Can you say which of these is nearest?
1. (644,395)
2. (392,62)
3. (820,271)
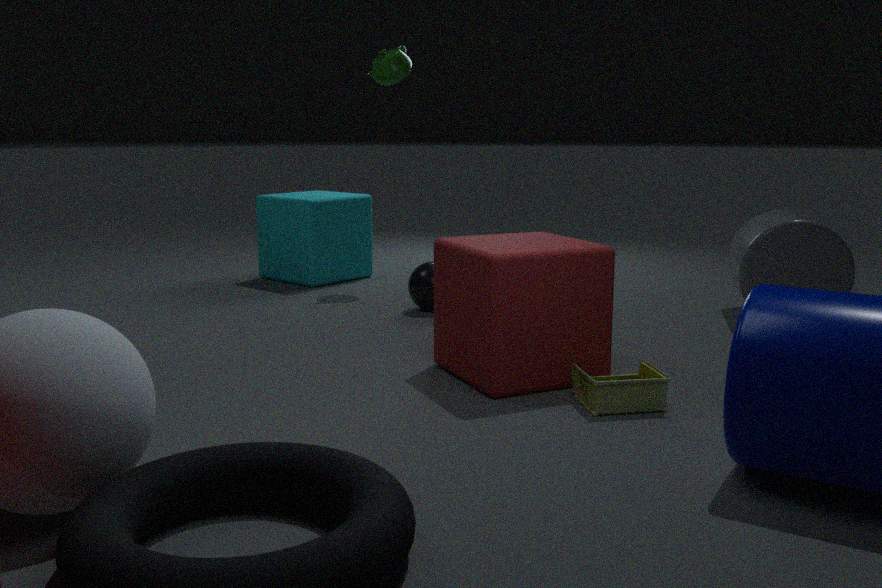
(644,395)
